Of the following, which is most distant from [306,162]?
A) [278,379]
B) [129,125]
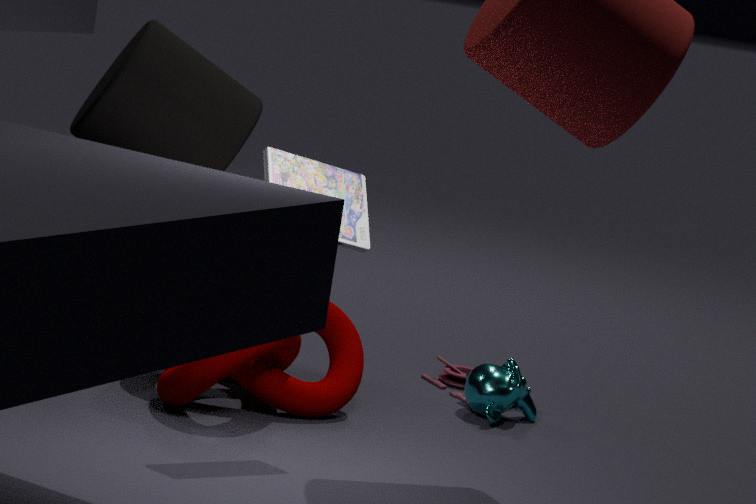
[129,125]
